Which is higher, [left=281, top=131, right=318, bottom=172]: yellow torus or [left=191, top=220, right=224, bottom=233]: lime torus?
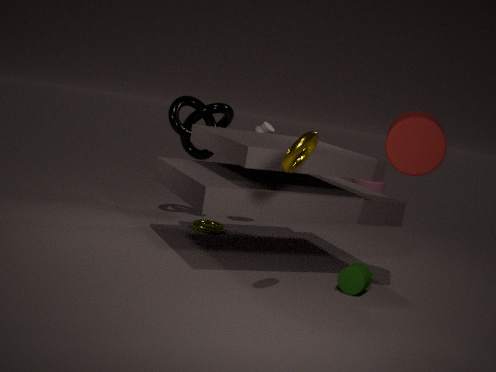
[left=281, top=131, right=318, bottom=172]: yellow torus
